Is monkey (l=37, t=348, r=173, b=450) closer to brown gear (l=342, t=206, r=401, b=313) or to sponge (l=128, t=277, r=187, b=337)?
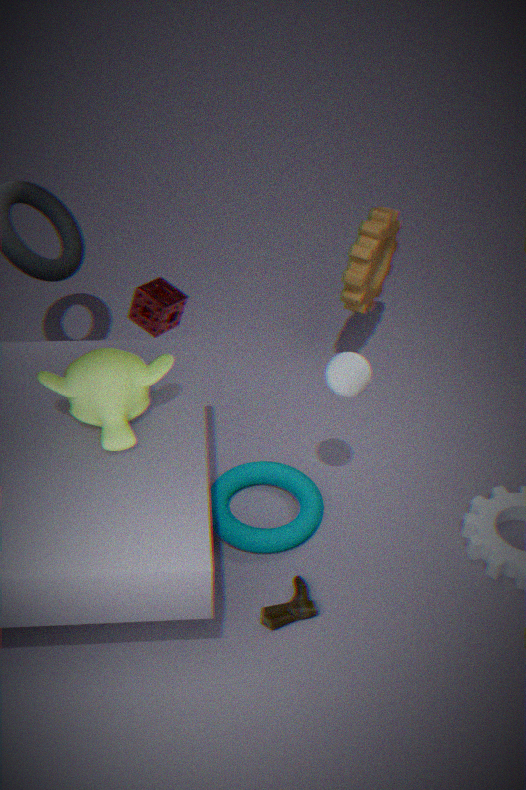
sponge (l=128, t=277, r=187, b=337)
